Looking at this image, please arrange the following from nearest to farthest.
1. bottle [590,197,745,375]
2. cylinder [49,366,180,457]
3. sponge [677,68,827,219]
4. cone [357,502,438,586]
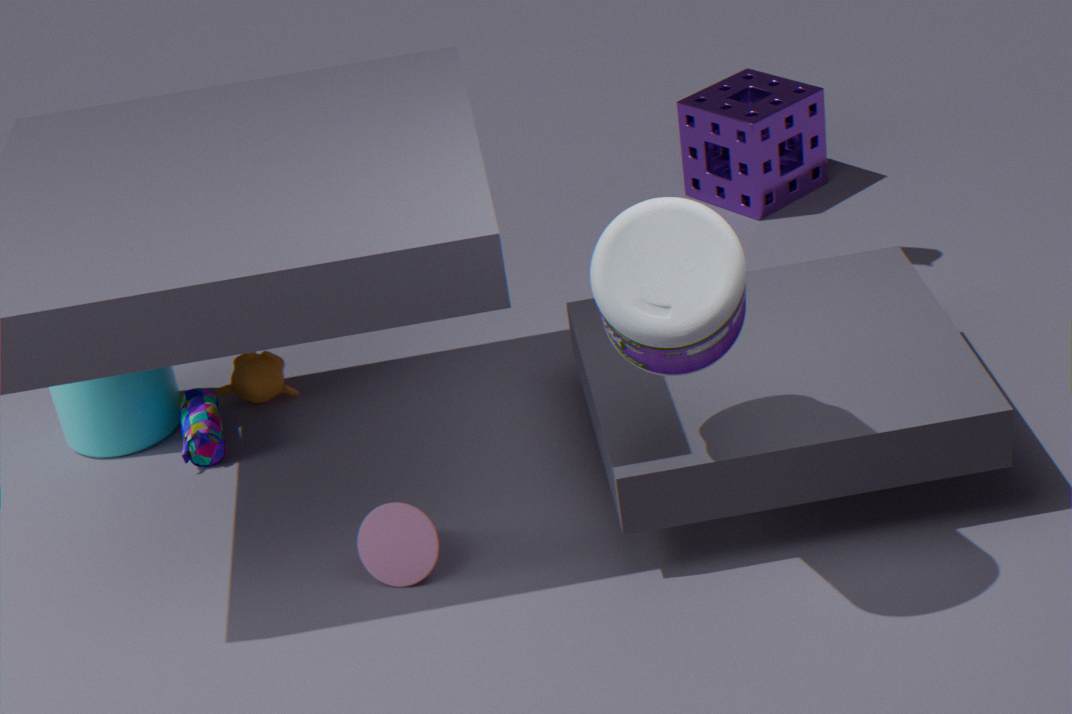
bottle [590,197,745,375]
cone [357,502,438,586]
cylinder [49,366,180,457]
sponge [677,68,827,219]
